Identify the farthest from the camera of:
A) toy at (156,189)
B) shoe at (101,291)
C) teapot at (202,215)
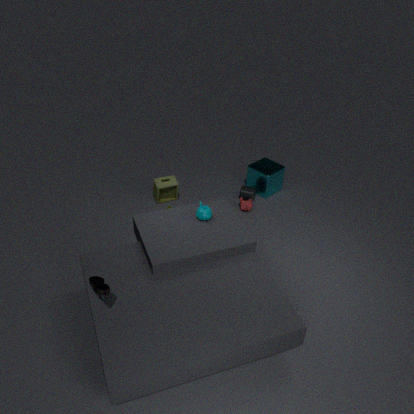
toy at (156,189)
